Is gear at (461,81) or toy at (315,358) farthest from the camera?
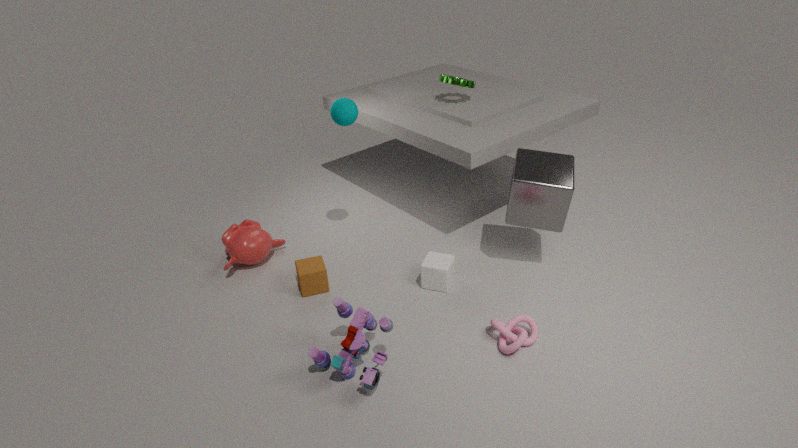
gear at (461,81)
